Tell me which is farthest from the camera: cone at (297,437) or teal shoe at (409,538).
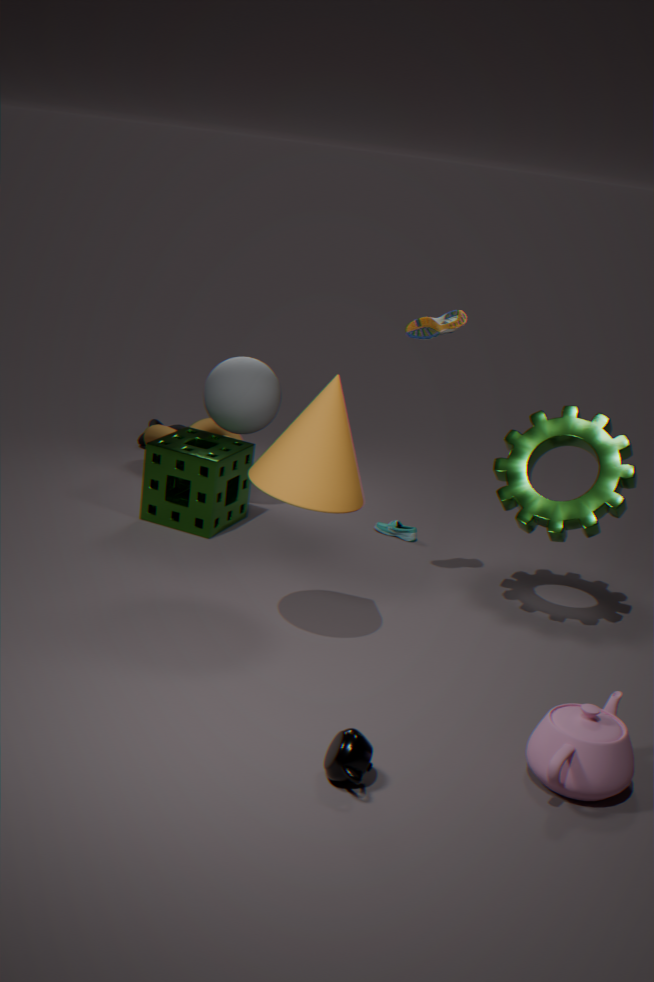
teal shoe at (409,538)
